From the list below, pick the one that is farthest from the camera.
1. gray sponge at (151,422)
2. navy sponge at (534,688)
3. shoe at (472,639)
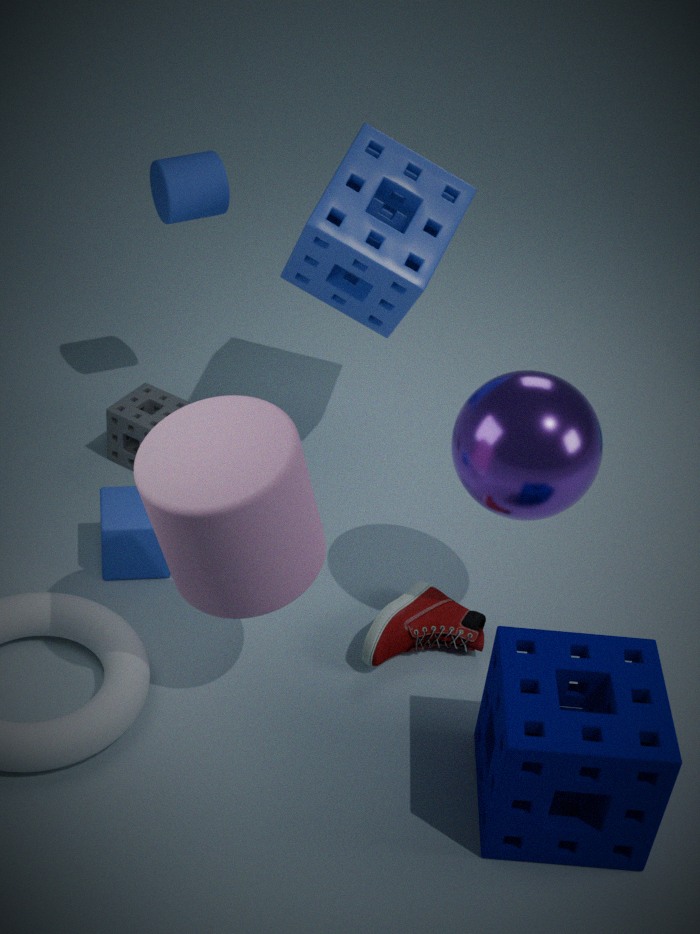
gray sponge at (151,422)
